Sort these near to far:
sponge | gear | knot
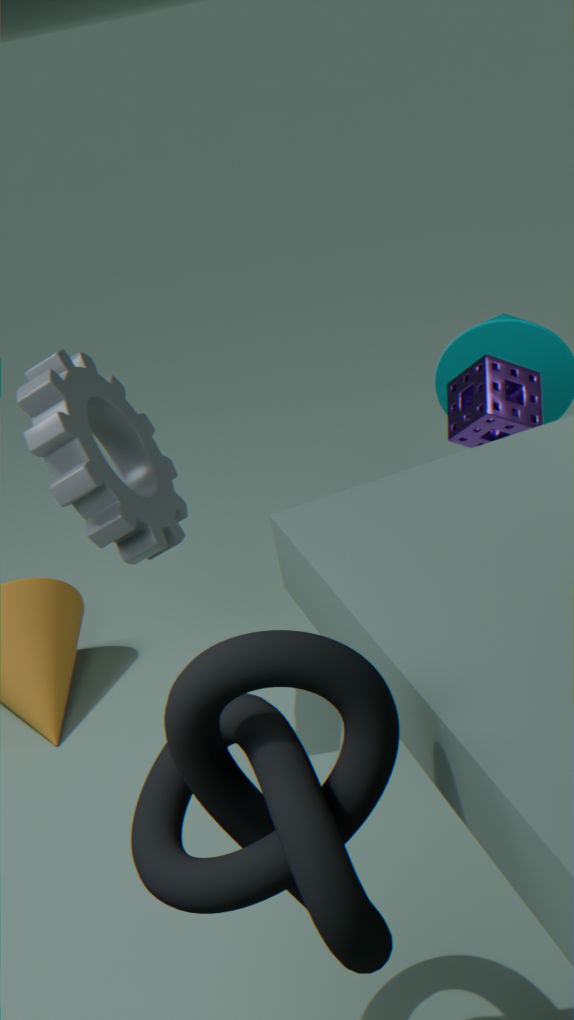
knot
gear
sponge
